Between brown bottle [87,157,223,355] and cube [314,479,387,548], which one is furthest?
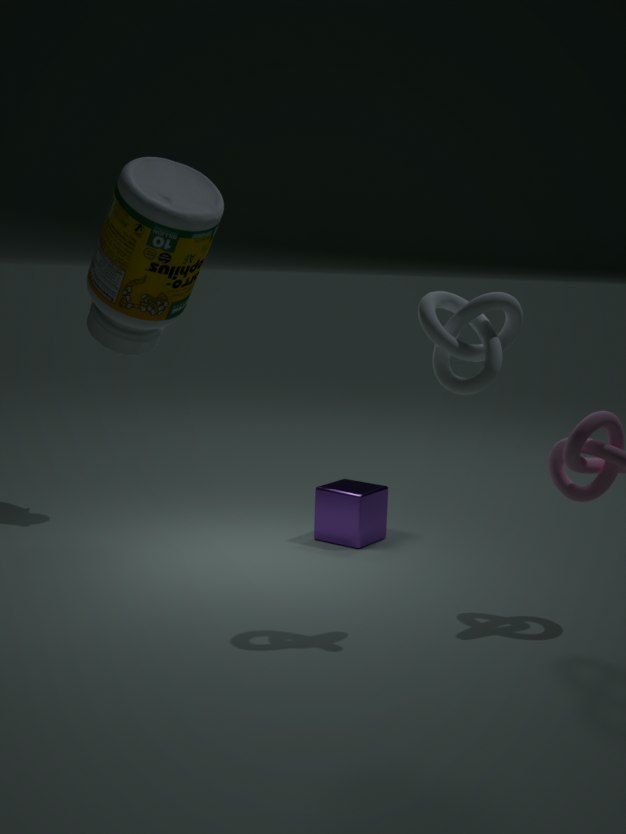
cube [314,479,387,548]
